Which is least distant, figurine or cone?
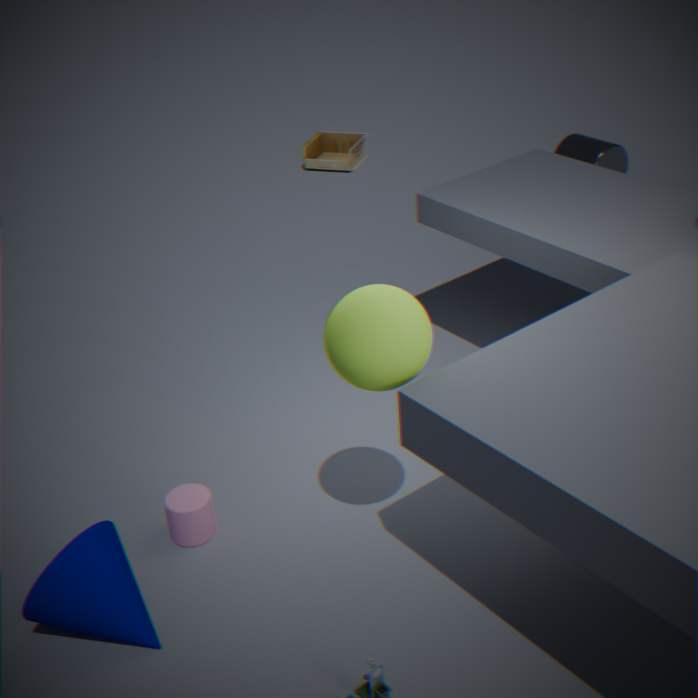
cone
